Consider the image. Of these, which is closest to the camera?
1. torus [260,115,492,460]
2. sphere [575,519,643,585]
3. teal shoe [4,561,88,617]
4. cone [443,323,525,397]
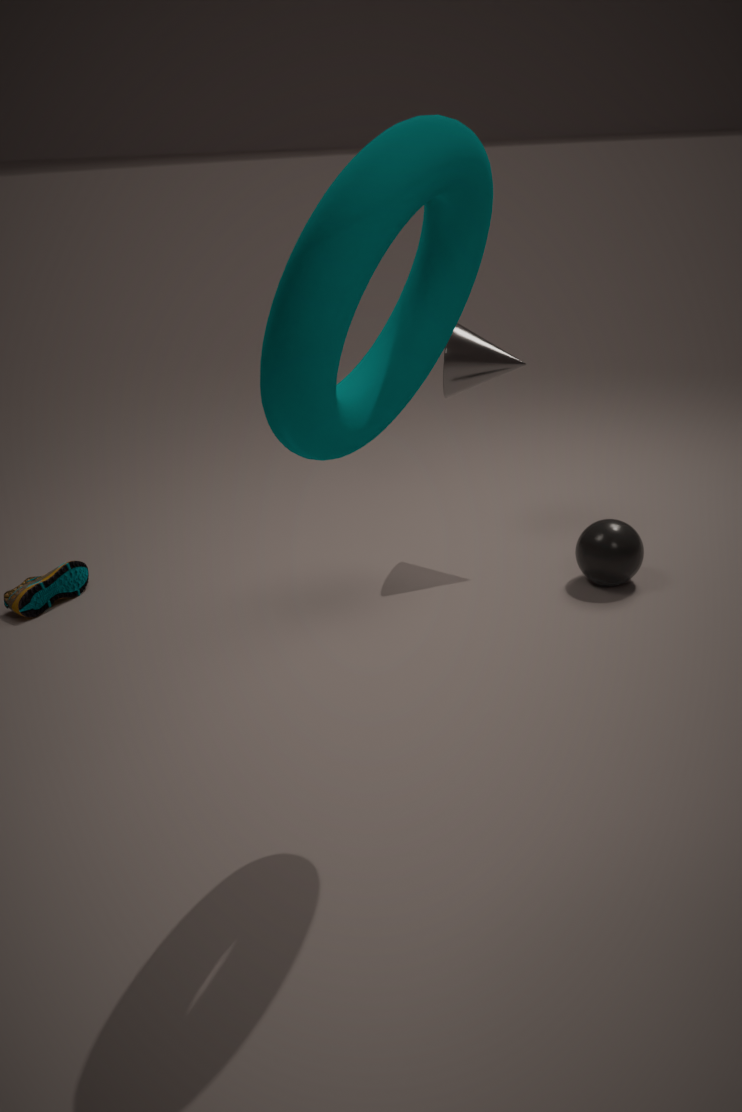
torus [260,115,492,460]
